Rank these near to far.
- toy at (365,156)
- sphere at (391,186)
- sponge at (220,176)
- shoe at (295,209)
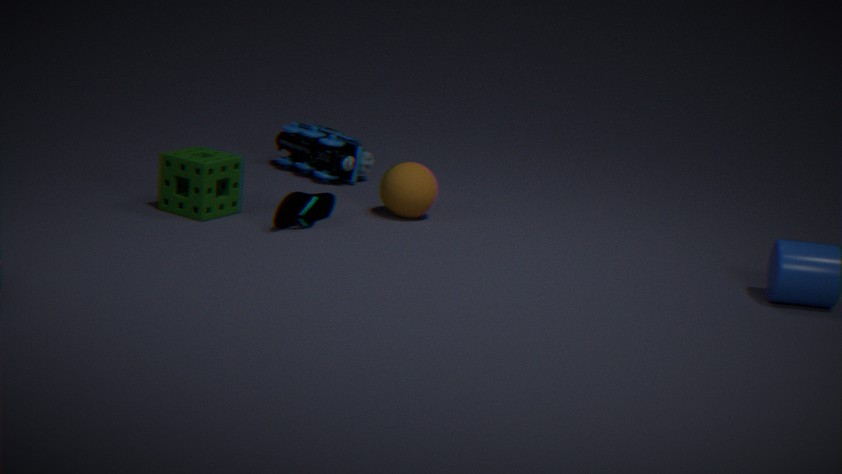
shoe at (295,209) → sponge at (220,176) → sphere at (391,186) → toy at (365,156)
